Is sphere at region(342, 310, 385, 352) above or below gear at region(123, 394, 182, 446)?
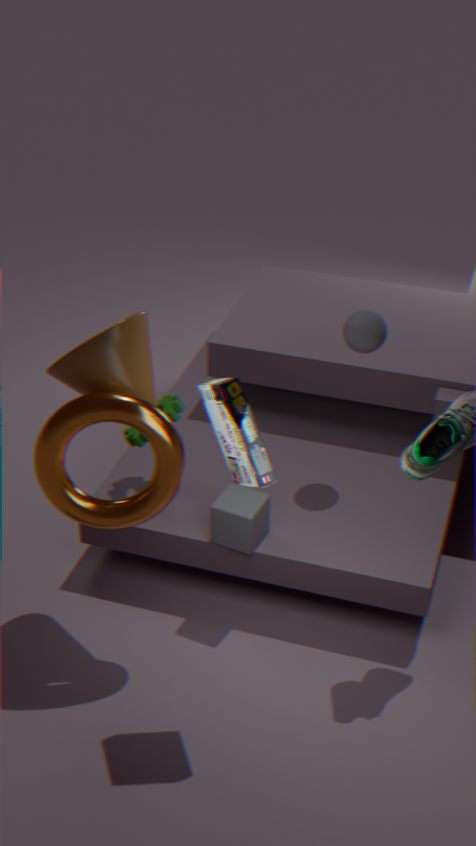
above
